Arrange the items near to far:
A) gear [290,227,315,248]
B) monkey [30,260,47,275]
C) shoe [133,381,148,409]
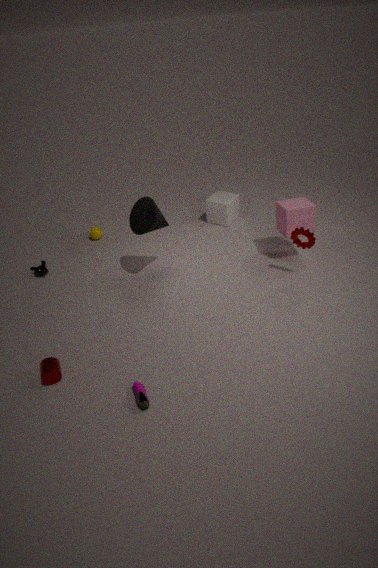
shoe [133,381,148,409], gear [290,227,315,248], monkey [30,260,47,275]
